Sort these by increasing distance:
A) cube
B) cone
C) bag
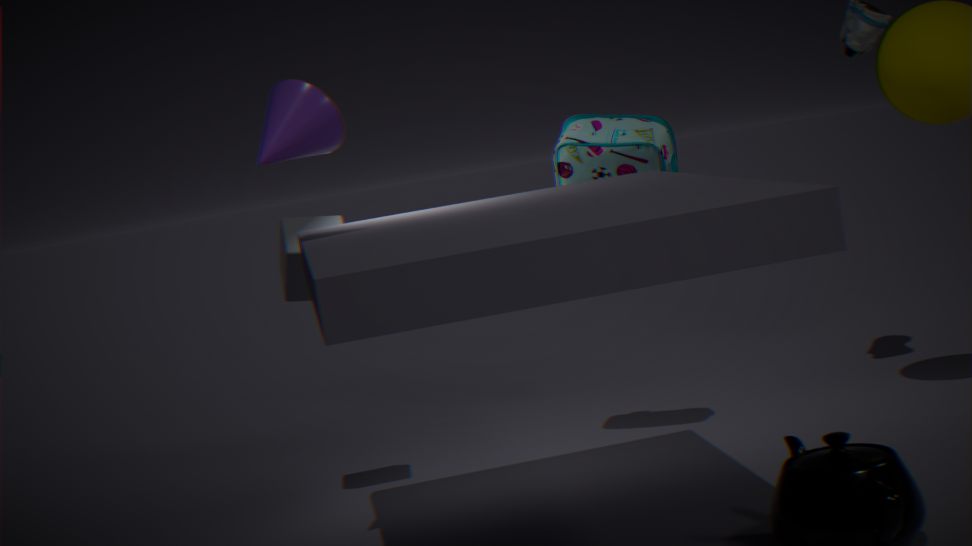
cone
cube
bag
